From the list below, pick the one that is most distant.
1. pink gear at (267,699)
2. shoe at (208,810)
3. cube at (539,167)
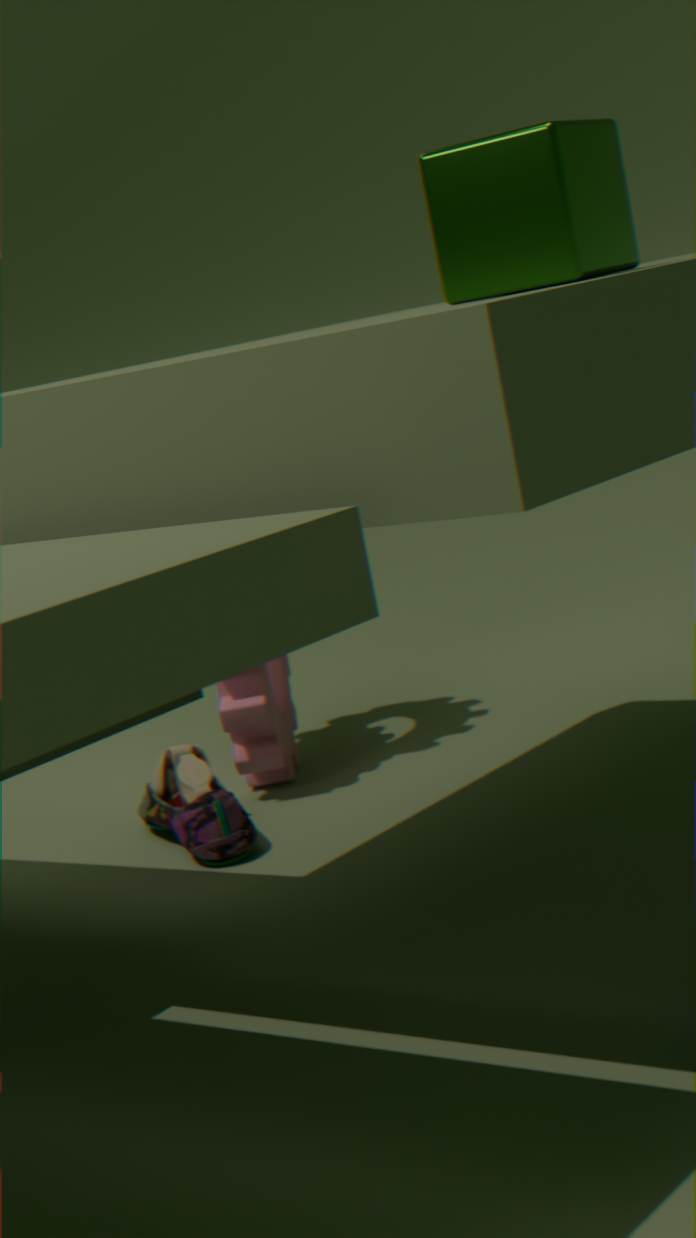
pink gear at (267,699)
